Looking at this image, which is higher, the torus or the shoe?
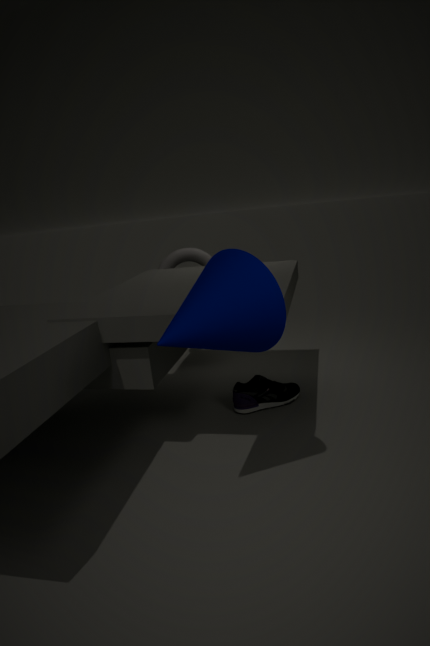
the torus
